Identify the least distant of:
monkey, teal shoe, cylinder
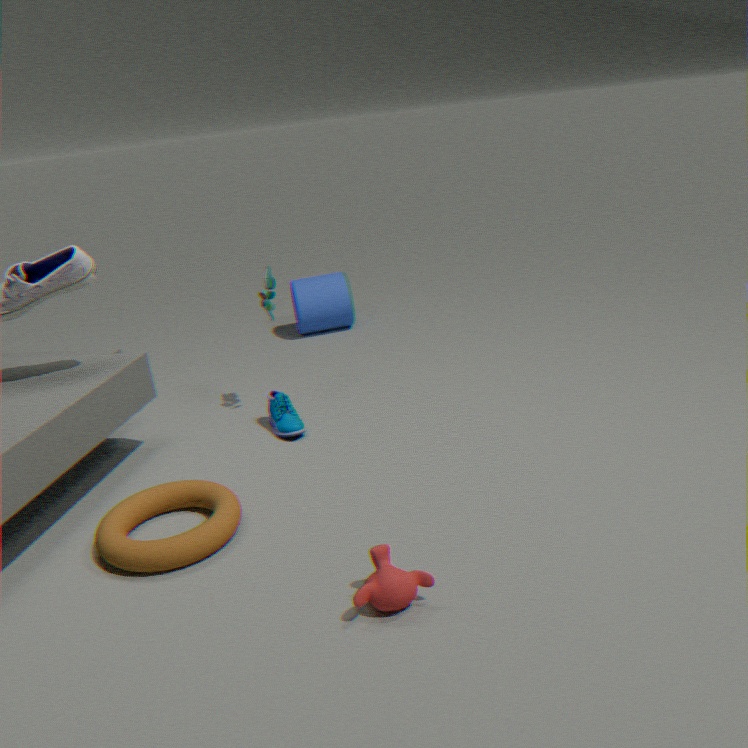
monkey
